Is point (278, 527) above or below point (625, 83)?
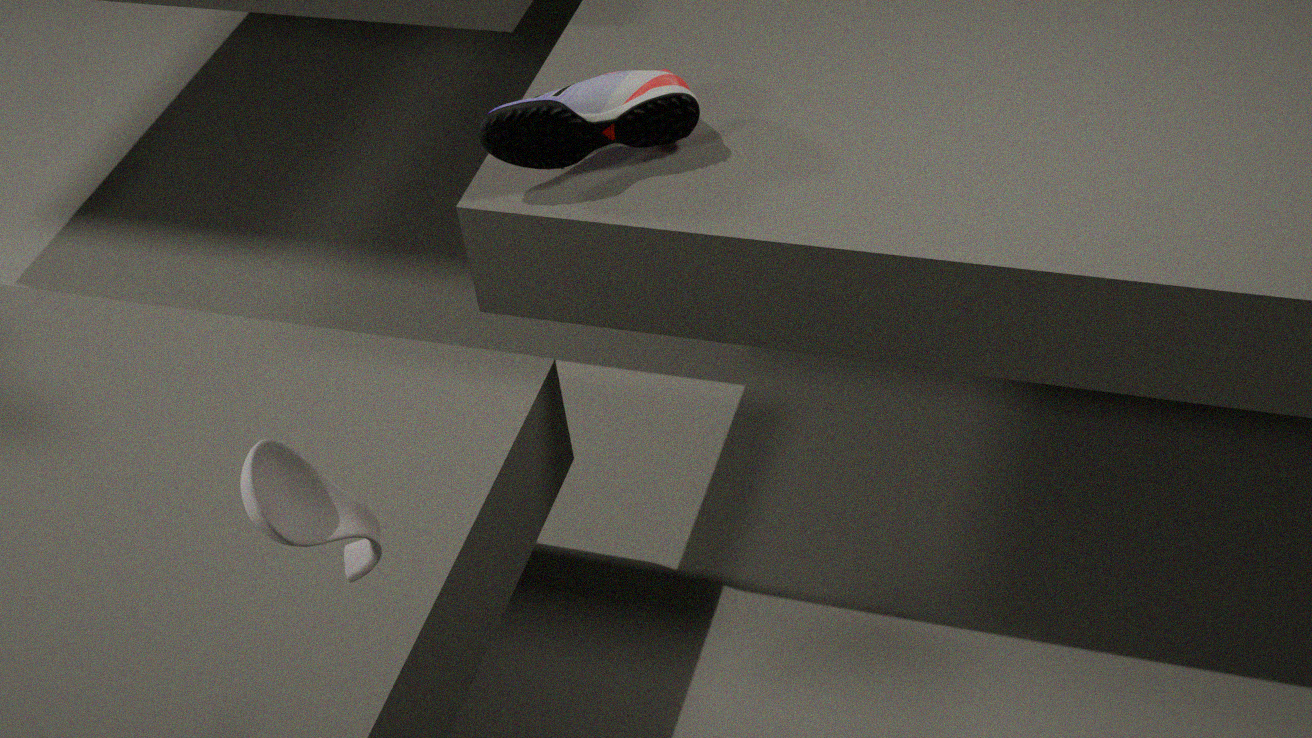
below
